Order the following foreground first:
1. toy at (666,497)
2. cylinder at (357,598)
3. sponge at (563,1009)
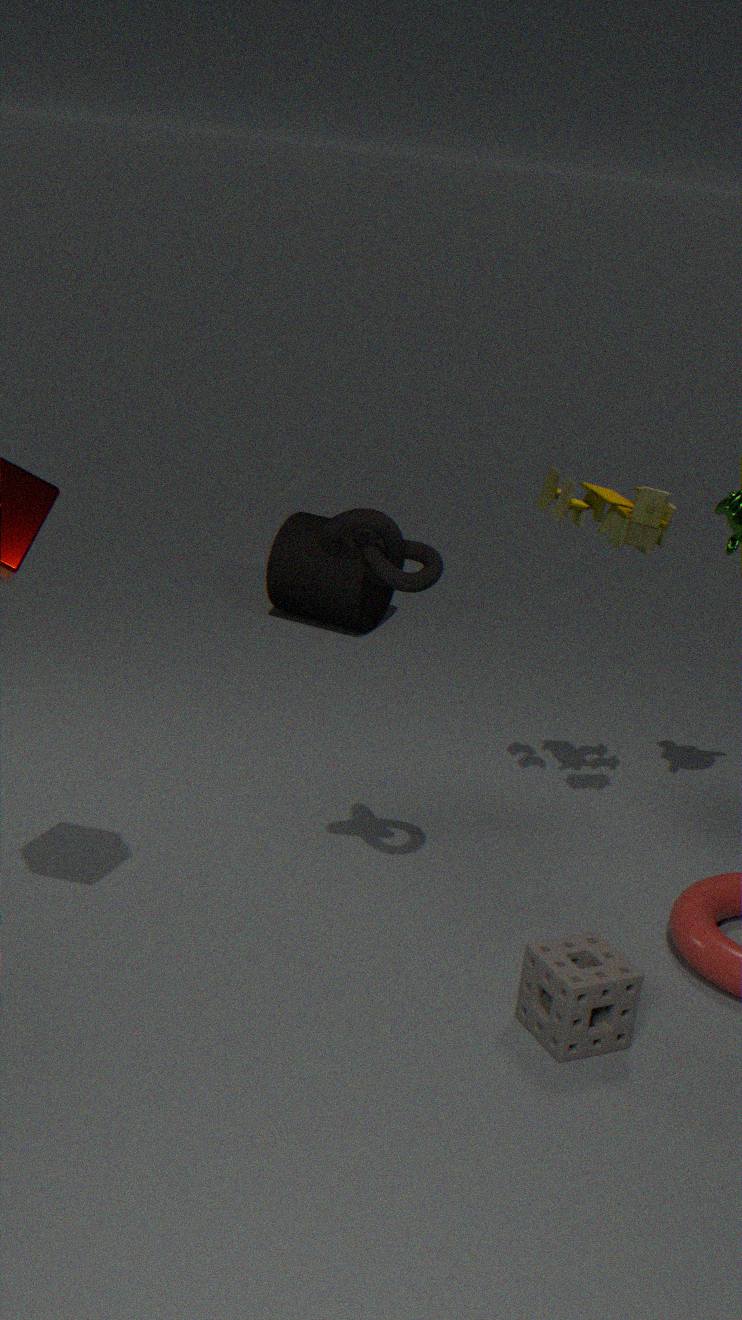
sponge at (563,1009), toy at (666,497), cylinder at (357,598)
